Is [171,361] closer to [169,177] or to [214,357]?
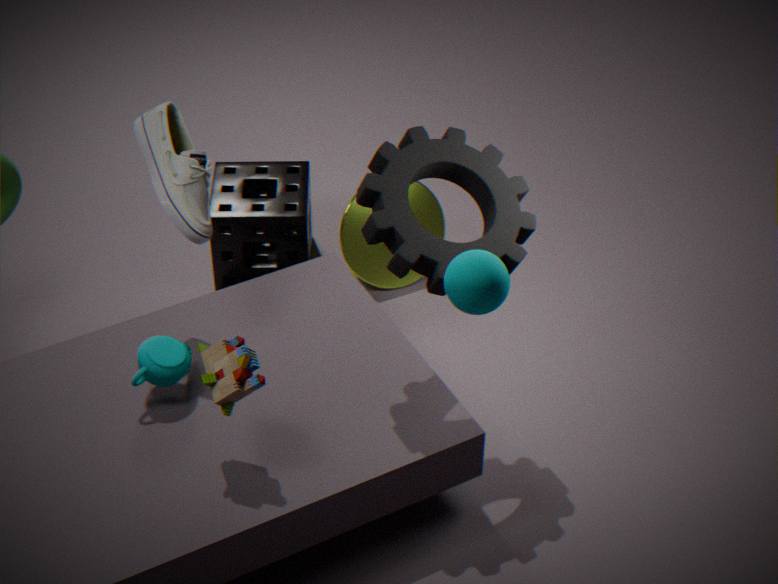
[214,357]
